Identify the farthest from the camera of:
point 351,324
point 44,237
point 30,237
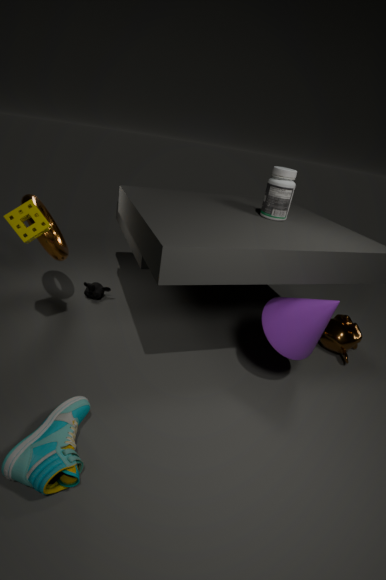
point 351,324
